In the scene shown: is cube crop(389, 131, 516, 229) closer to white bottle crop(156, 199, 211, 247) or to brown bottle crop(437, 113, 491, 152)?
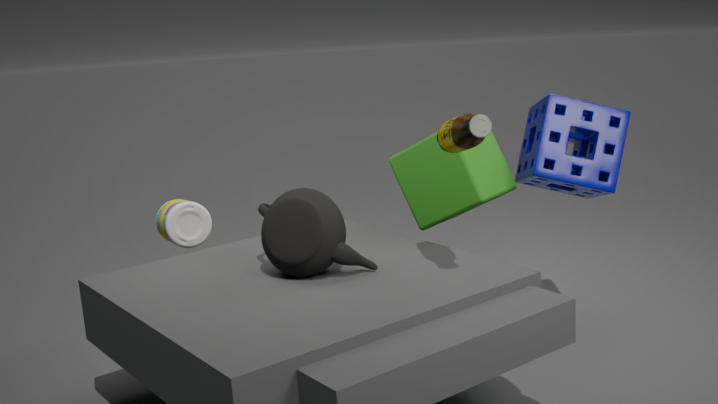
brown bottle crop(437, 113, 491, 152)
